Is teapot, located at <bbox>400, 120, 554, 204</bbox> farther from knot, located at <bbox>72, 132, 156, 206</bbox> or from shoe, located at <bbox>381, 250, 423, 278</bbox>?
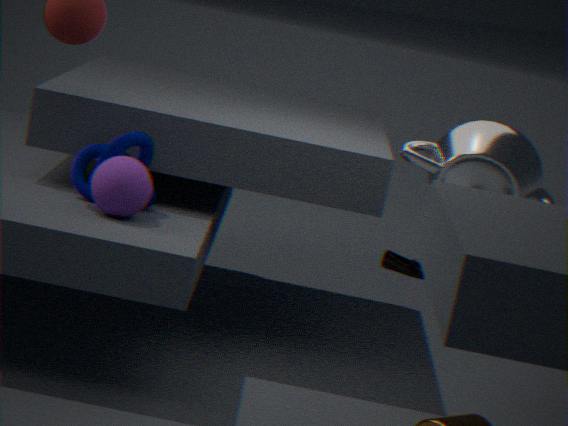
shoe, located at <bbox>381, 250, 423, 278</bbox>
